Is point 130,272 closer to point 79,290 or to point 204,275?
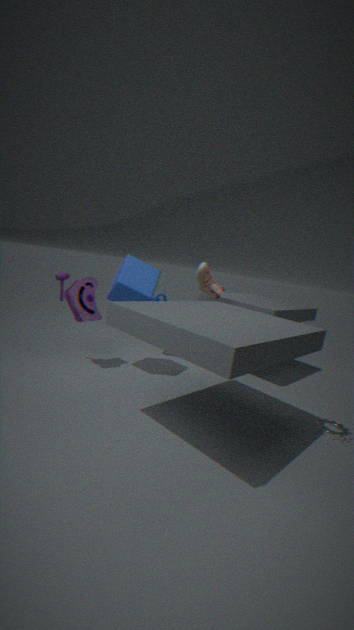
point 79,290
